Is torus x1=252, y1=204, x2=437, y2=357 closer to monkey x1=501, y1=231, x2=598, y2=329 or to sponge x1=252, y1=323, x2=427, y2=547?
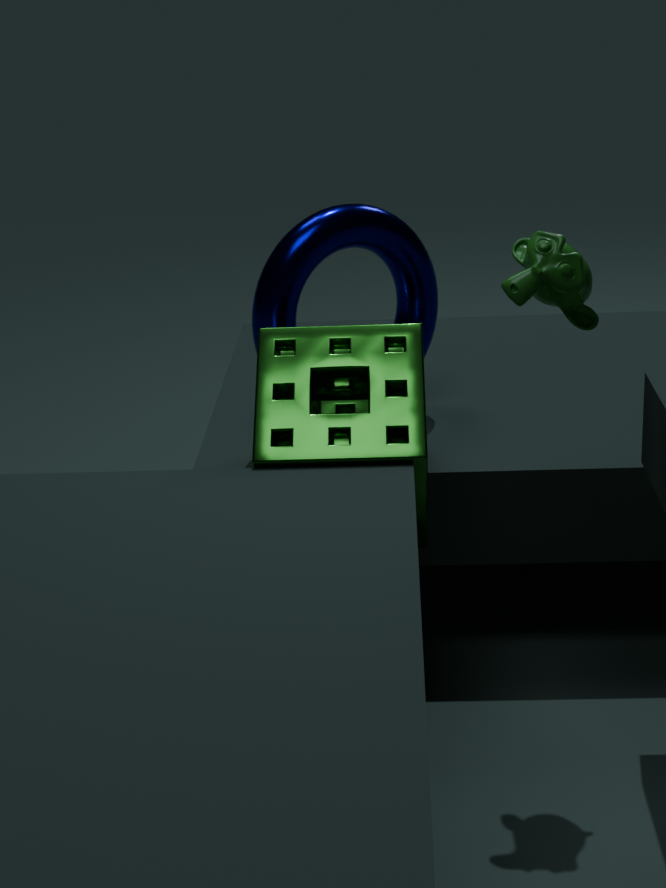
sponge x1=252, y1=323, x2=427, y2=547
